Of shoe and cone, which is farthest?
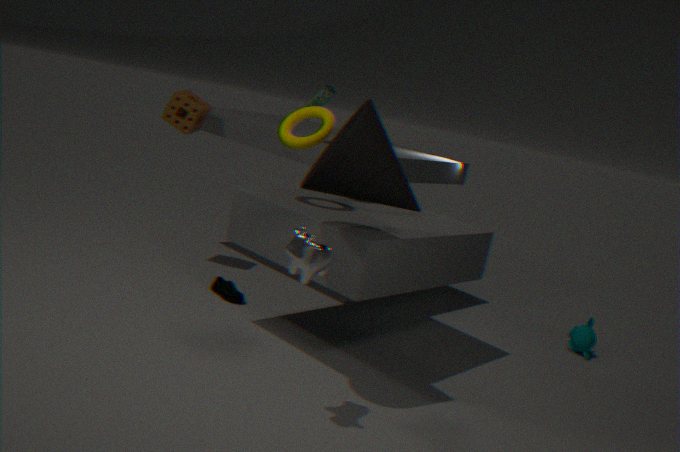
shoe
